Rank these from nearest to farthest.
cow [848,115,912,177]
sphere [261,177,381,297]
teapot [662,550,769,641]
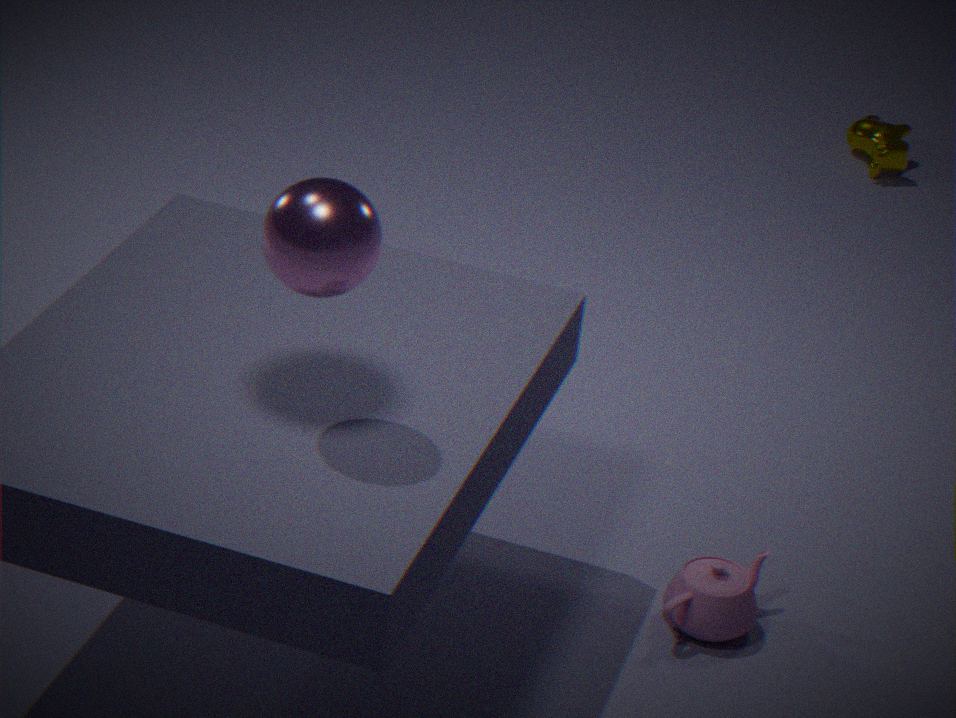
sphere [261,177,381,297] → teapot [662,550,769,641] → cow [848,115,912,177]
